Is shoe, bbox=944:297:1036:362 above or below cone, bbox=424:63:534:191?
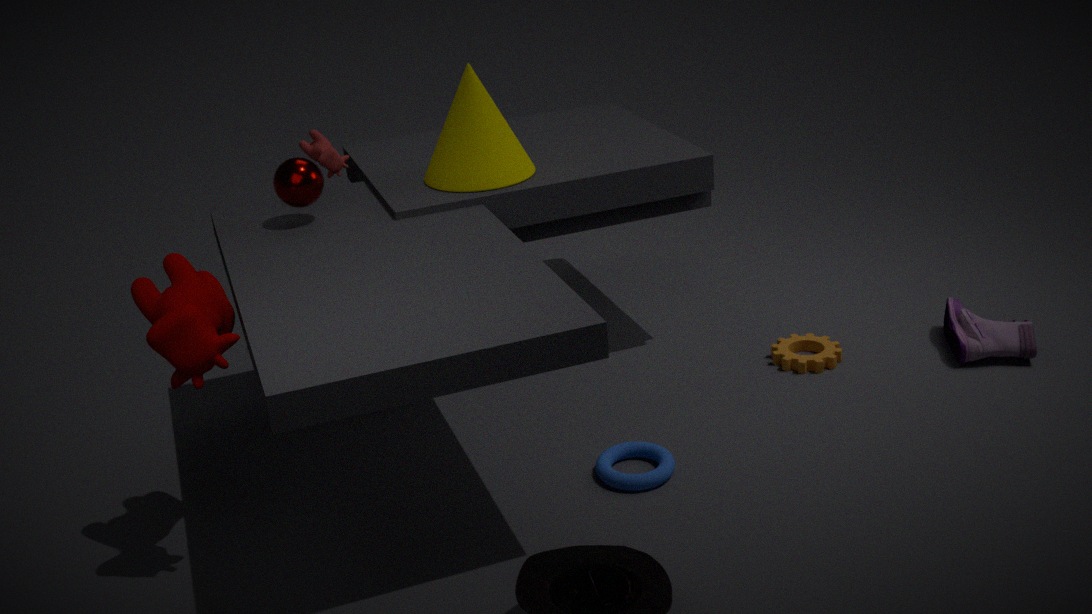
below
